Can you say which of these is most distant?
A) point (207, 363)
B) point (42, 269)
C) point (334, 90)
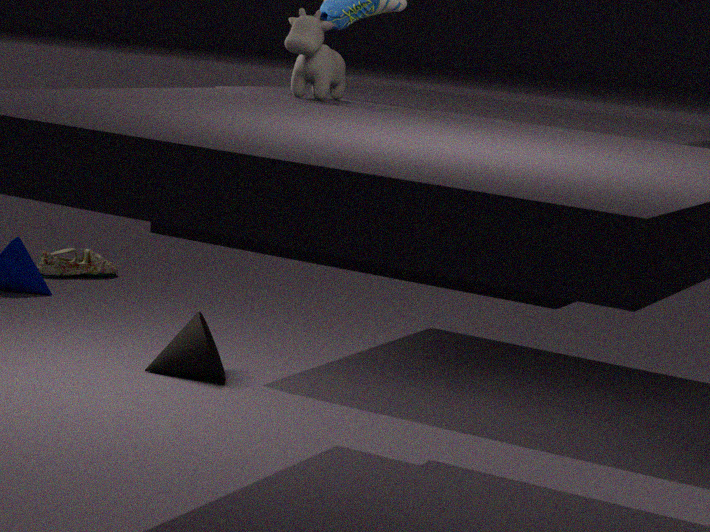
point (42, 269)
